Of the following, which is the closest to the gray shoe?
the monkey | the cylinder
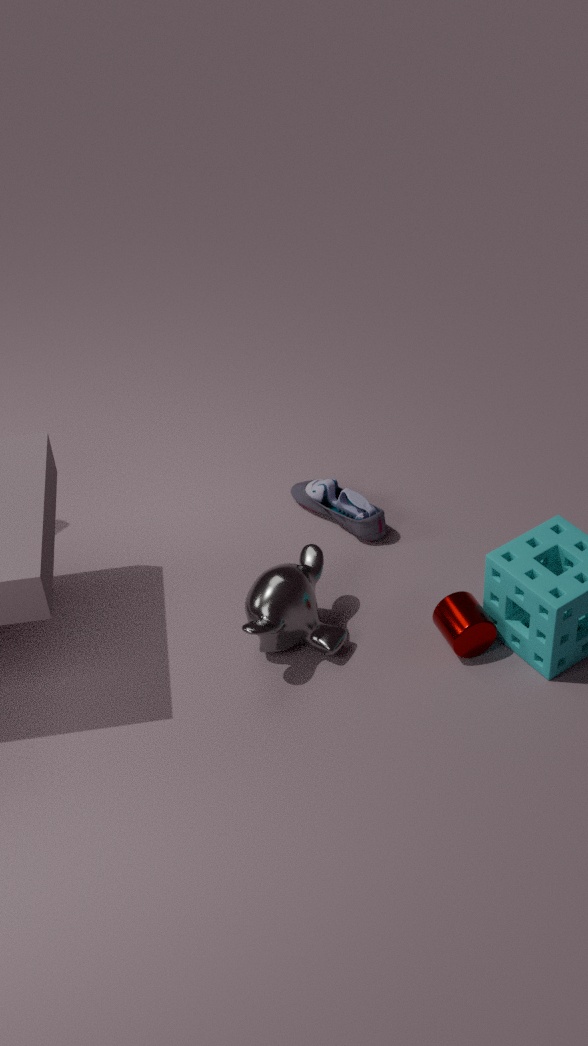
the monkey
